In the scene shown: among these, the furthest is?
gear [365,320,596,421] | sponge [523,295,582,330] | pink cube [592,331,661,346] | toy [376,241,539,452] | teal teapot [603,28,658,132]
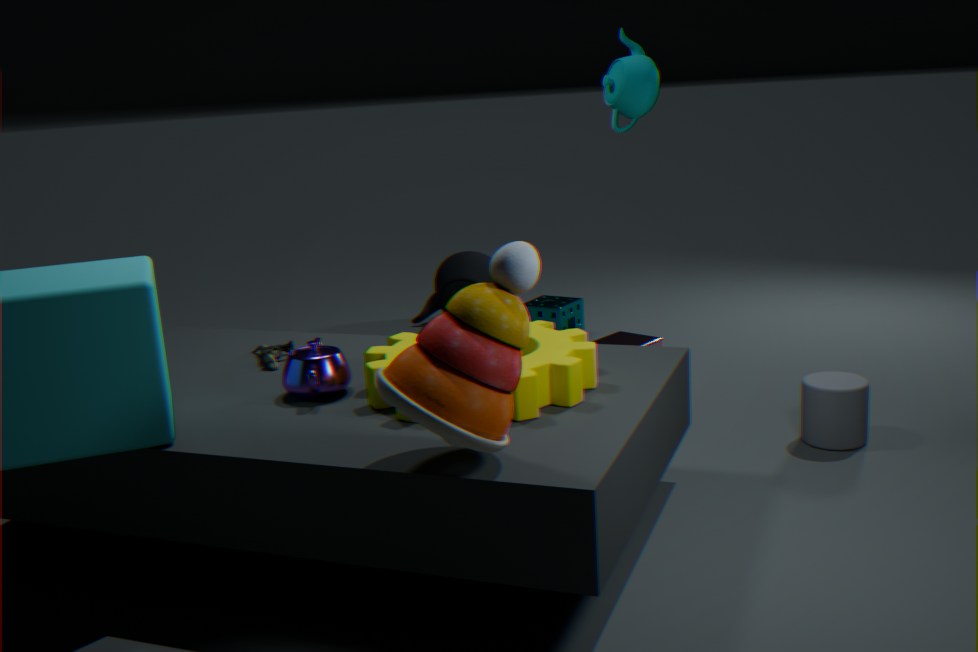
sponge [523,295,582,330]
